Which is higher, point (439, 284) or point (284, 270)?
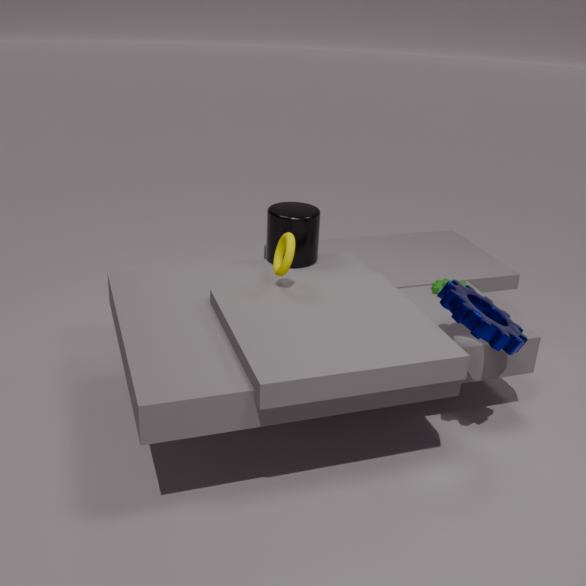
point (284, 270)
